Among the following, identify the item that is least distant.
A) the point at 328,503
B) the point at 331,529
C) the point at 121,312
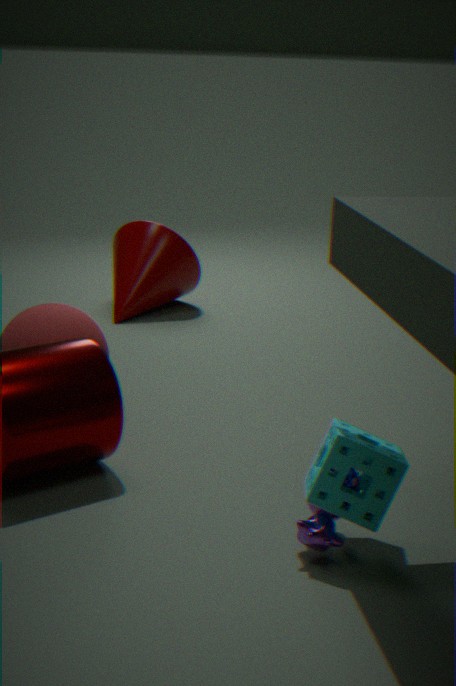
the point at 328,503
